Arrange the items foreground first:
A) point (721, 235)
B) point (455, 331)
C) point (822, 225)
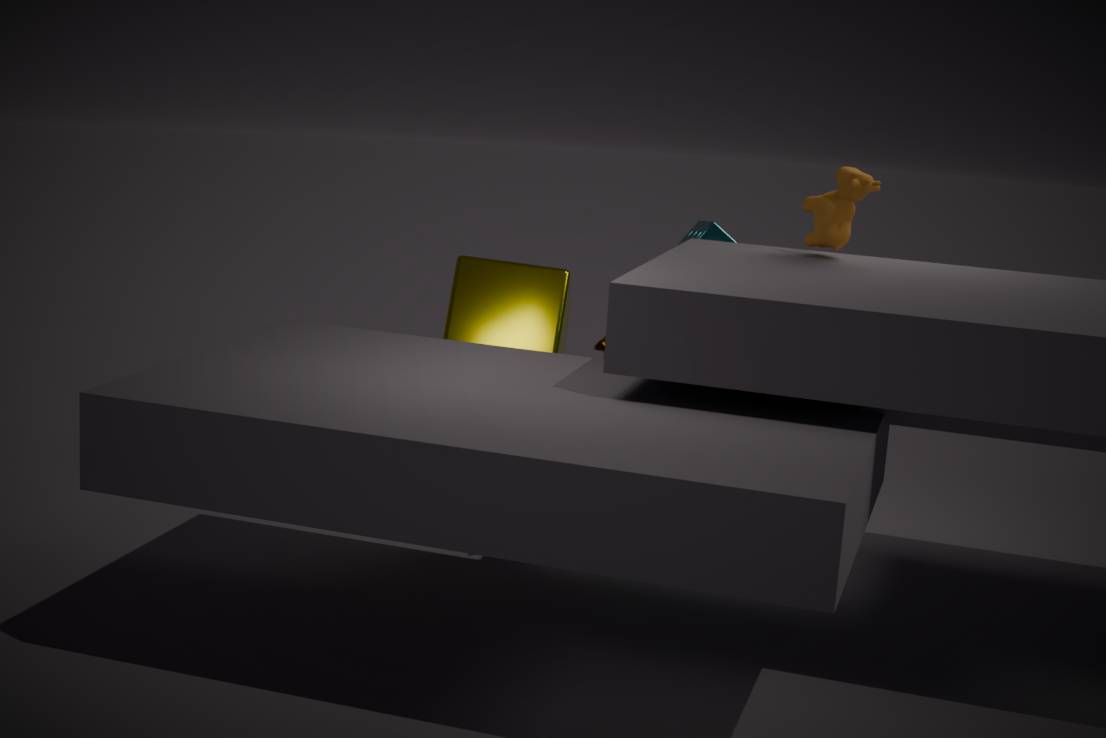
point (822, 225) < point (721, 235) < point (455, 331)
